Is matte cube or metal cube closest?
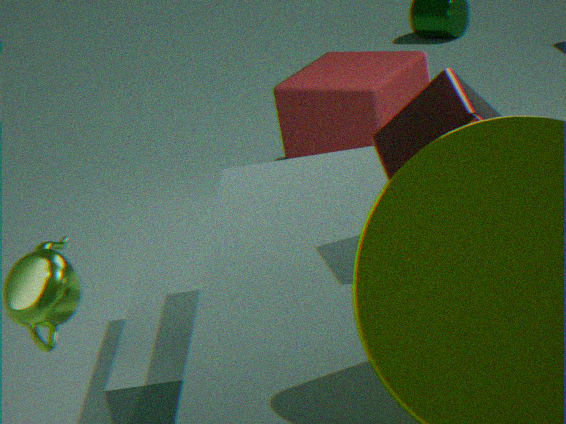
metal cube
